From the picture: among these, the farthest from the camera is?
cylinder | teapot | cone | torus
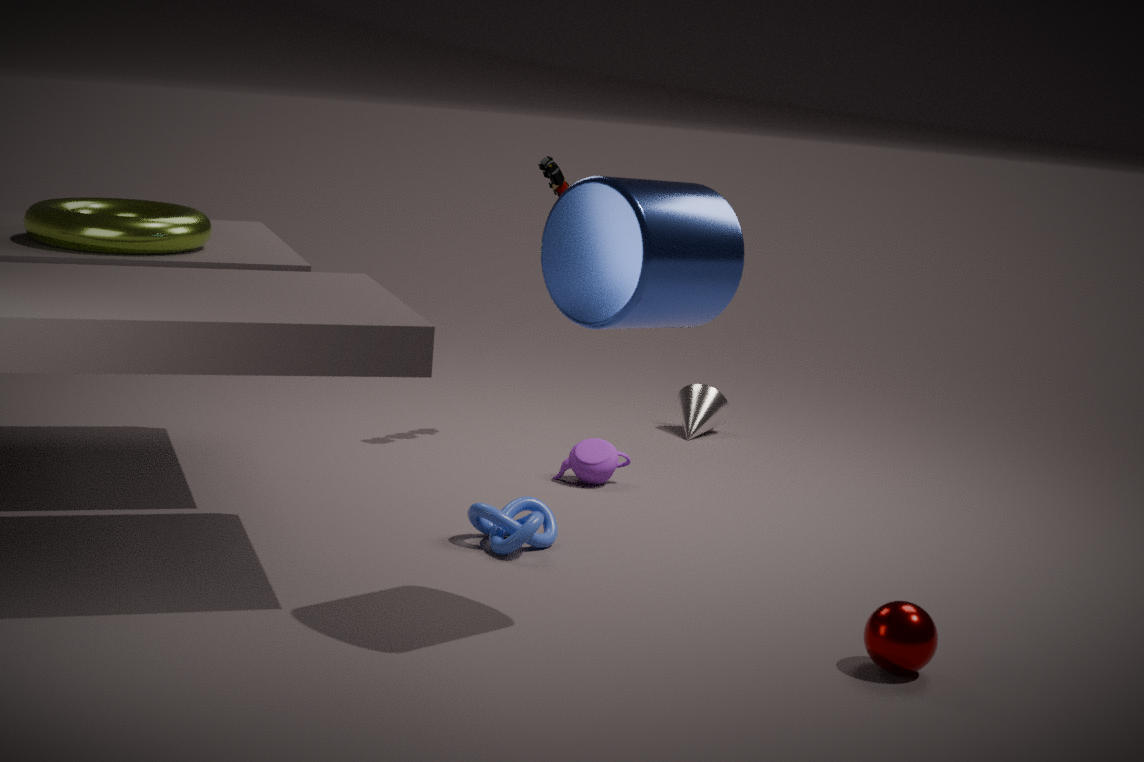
cone
